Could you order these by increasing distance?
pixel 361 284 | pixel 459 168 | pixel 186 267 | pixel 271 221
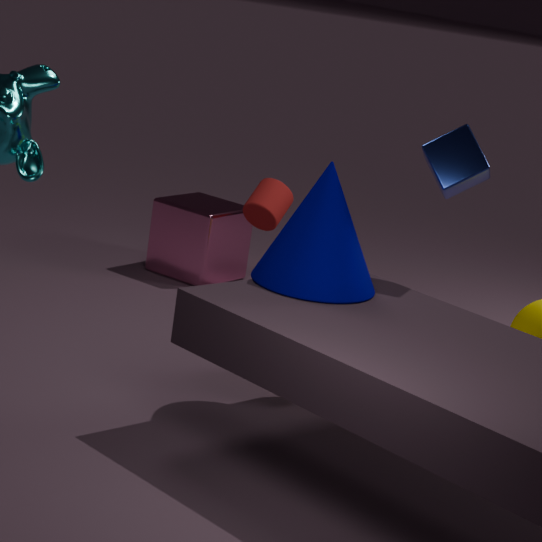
1. pixel 361 284
2. pixel 459 168
3. pixel 271 221
4. pixel 186 267
